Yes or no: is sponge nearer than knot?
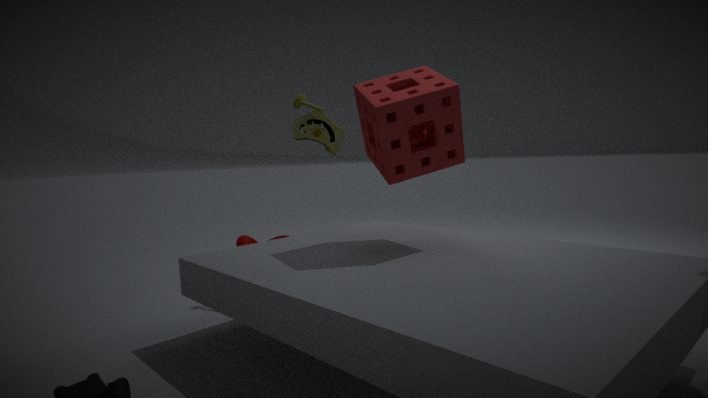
Yes
